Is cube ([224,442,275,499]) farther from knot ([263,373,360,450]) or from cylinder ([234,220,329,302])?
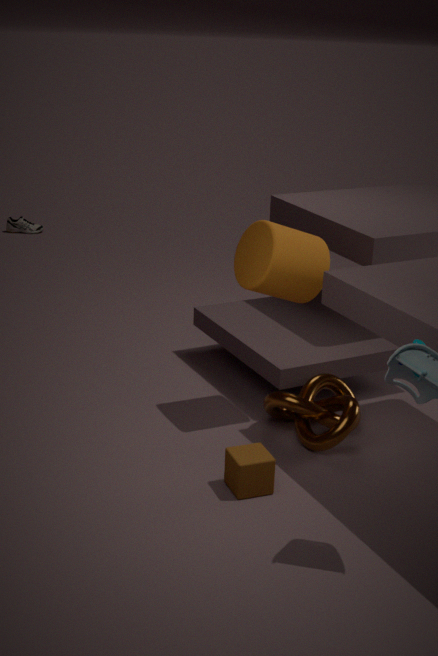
cylinder ([234,220,329,302])
